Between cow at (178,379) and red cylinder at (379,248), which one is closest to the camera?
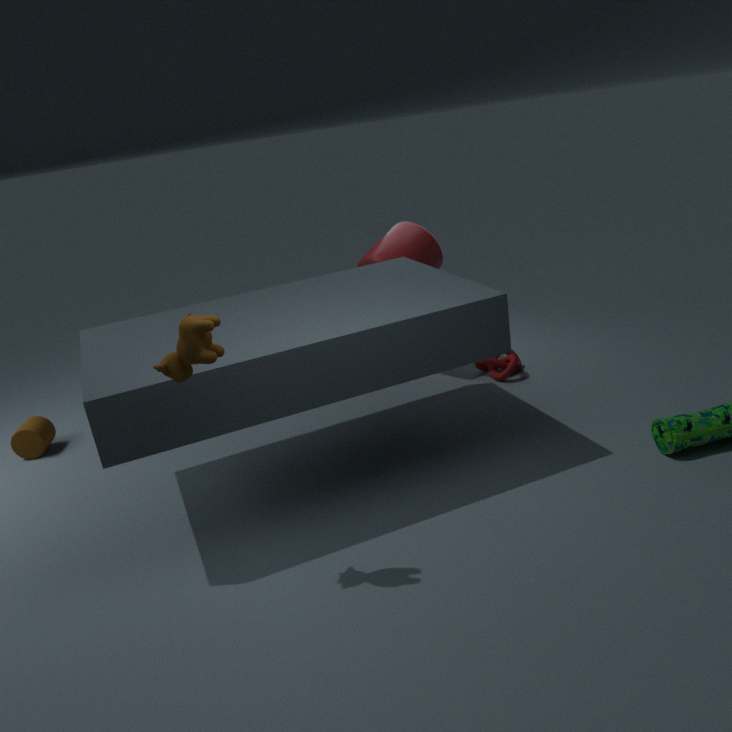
cow at (178,379)
